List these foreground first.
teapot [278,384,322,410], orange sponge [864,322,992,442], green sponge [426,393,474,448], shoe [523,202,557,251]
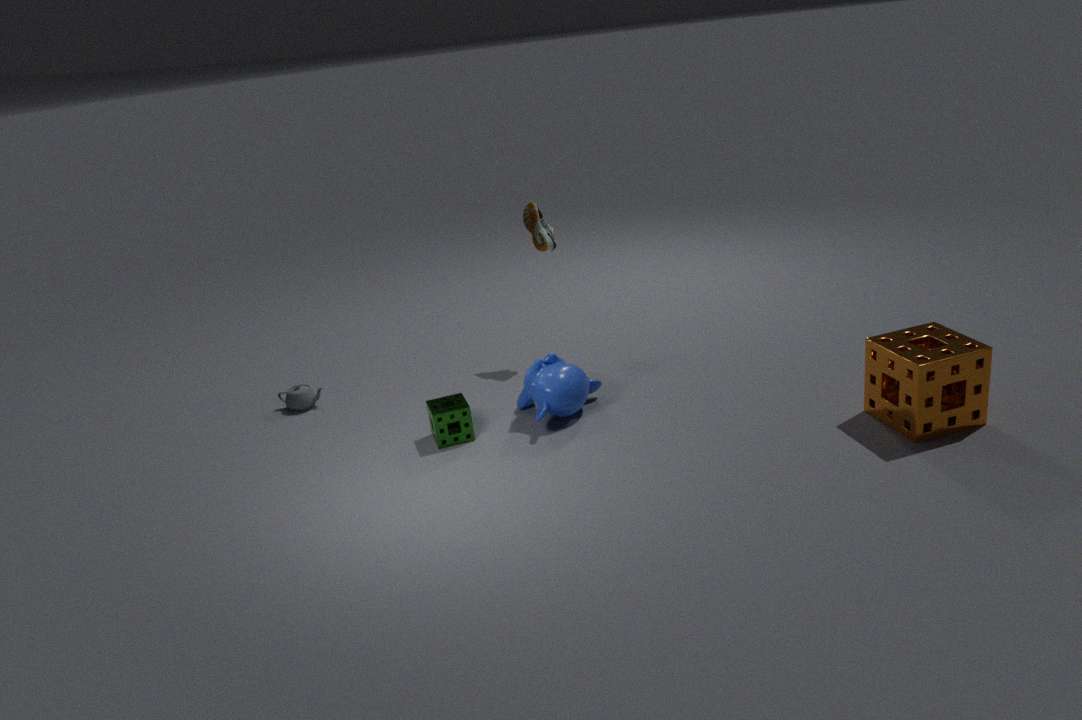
orange sponge [864,322,992,442] < green sponge [426,393,474,448] < teapot [278,384,322,410] < shoe [523,202,557,251]
